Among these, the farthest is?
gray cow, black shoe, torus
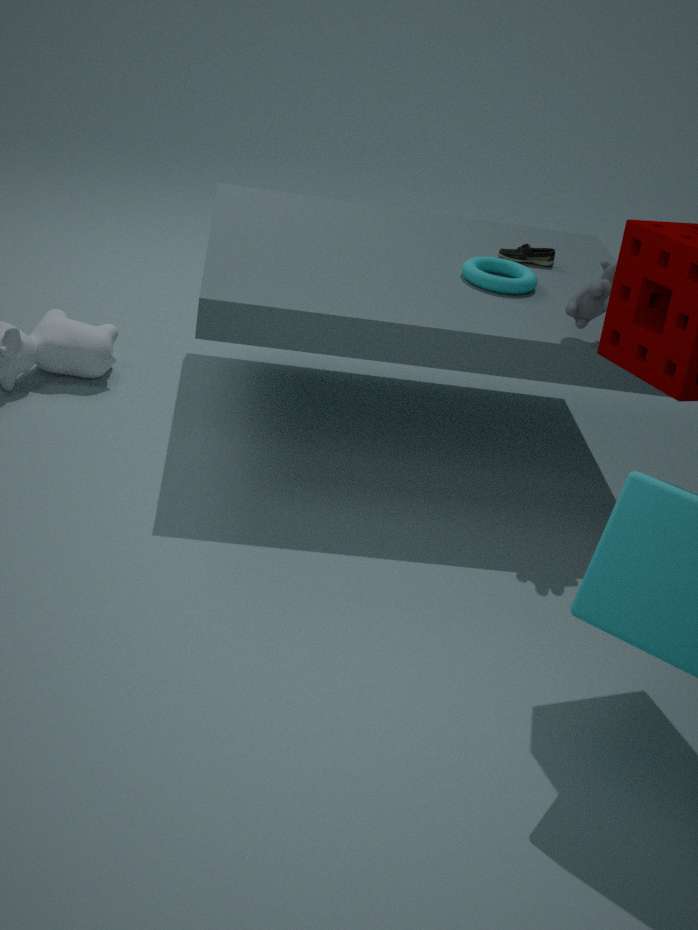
black shoe
